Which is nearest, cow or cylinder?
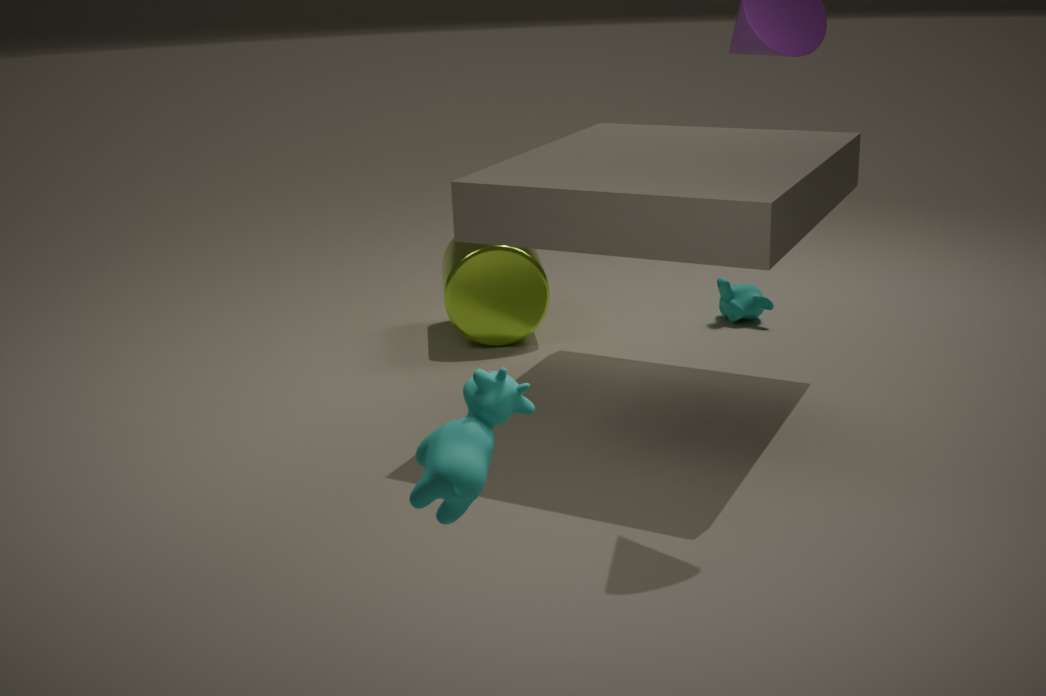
cow
